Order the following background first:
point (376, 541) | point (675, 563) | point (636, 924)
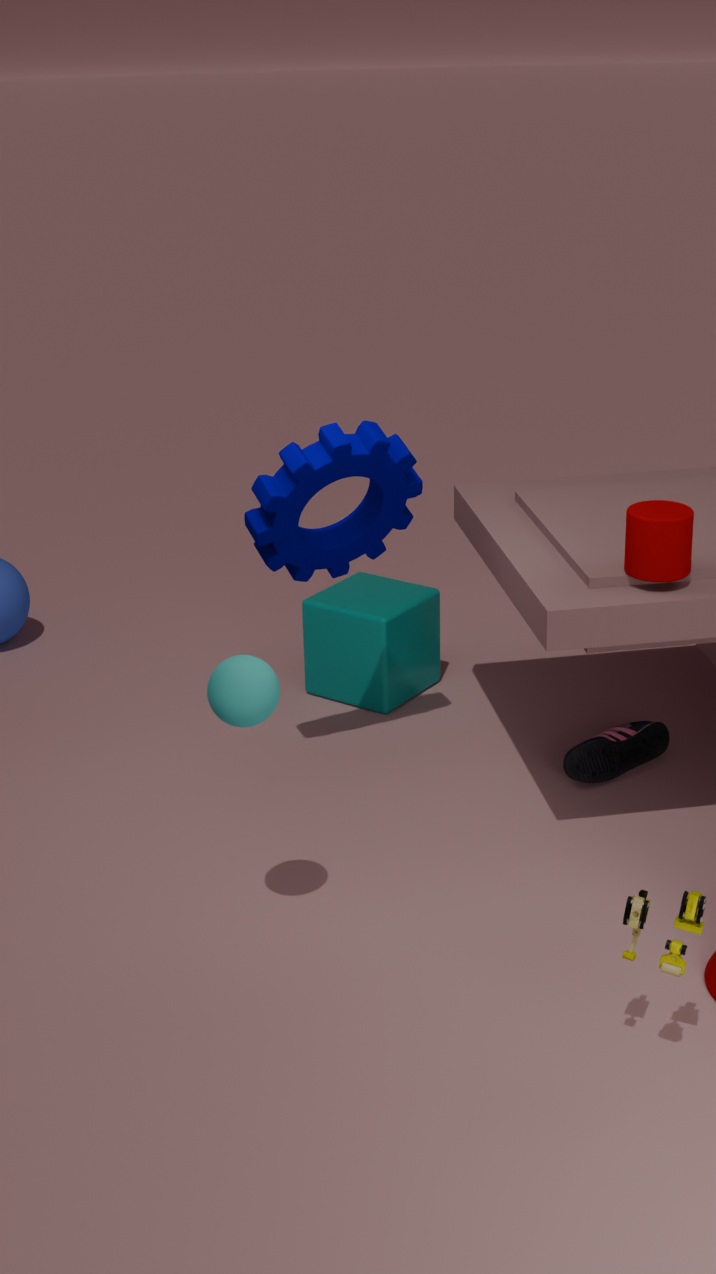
1. point (376, 541)
2. point (675, 563)
3. point (636, 924)
